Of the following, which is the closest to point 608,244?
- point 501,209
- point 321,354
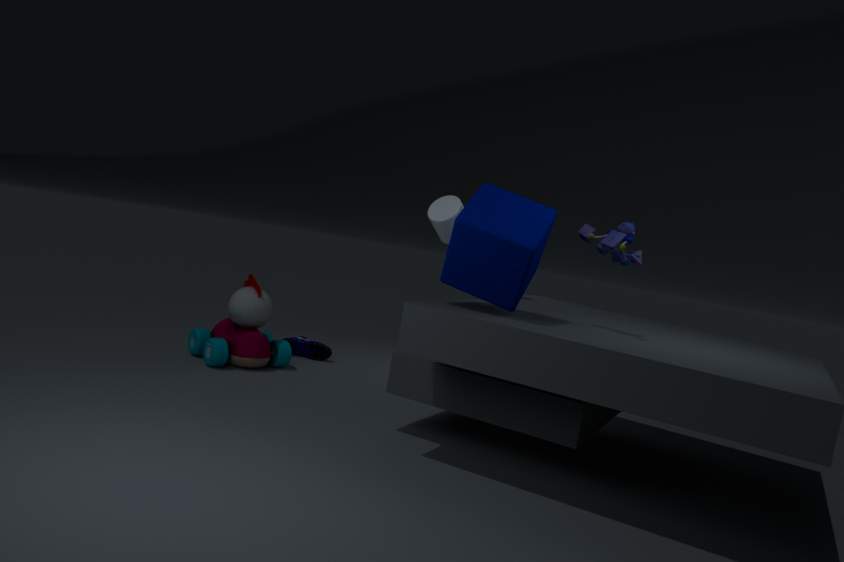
point 501,209
